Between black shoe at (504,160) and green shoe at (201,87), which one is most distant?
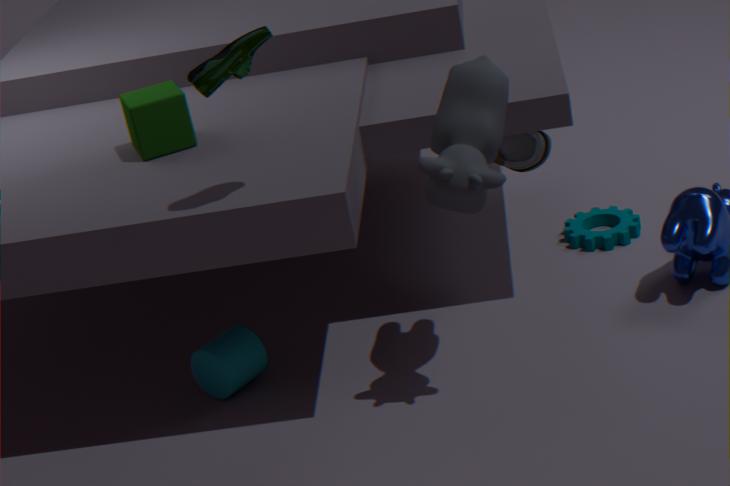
black shoe at (504,160)
